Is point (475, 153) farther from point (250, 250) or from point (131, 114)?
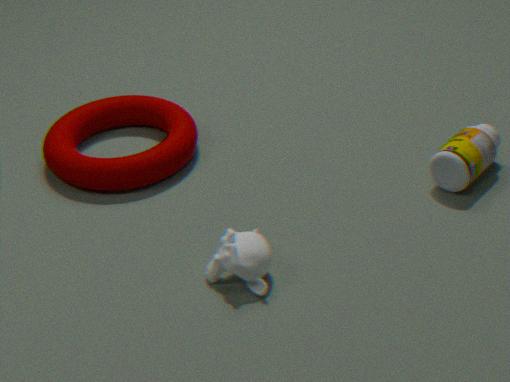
point (131, 114)
